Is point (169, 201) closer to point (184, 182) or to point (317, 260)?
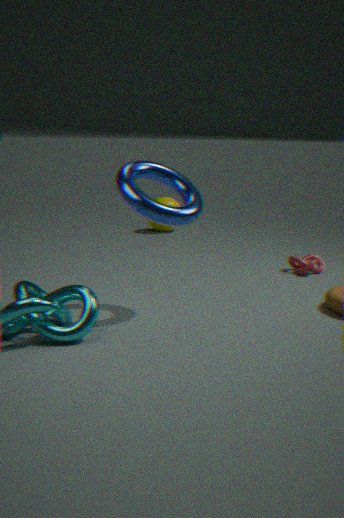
point (317, 260)
